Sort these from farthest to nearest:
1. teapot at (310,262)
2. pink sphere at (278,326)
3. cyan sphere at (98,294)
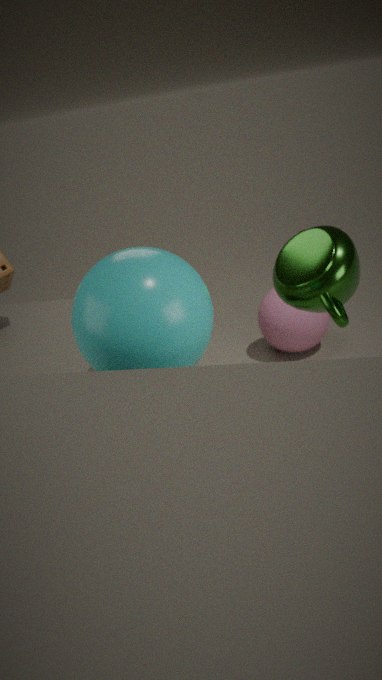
pink sphere at (278,326) < teapot at (310,262) < cyan sphere at (98,294)
